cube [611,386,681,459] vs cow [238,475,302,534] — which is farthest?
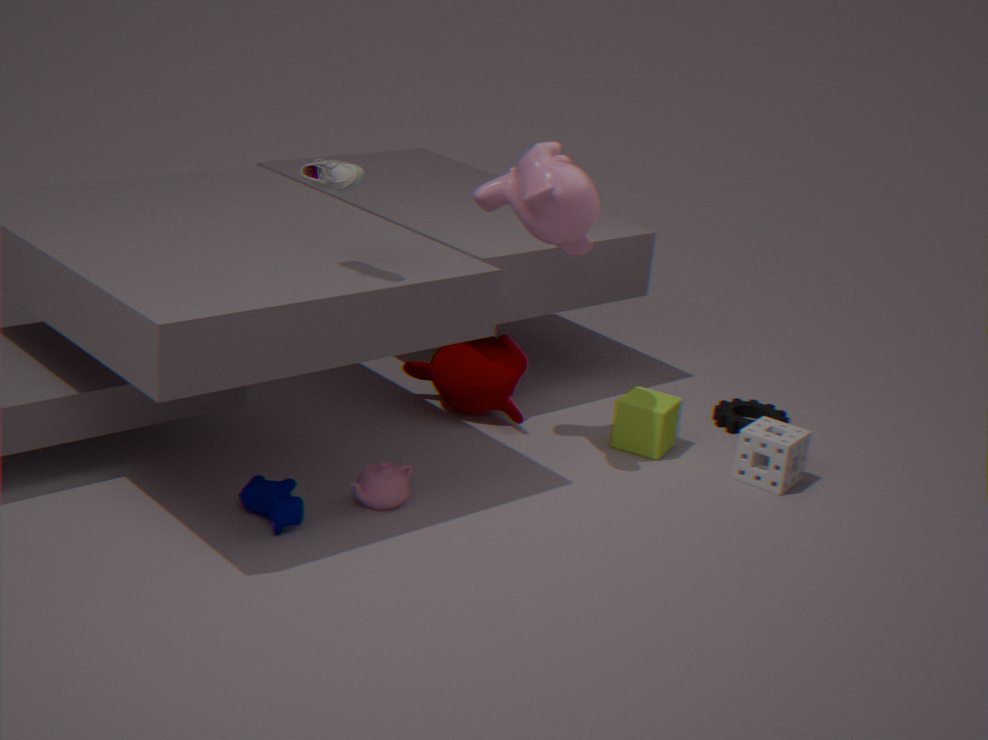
cube [611,386,681,459]
